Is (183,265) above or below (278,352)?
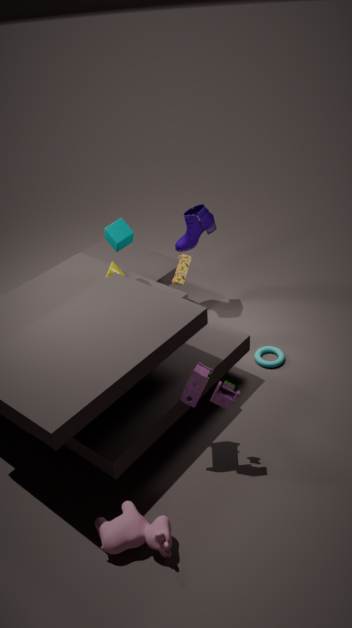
above
